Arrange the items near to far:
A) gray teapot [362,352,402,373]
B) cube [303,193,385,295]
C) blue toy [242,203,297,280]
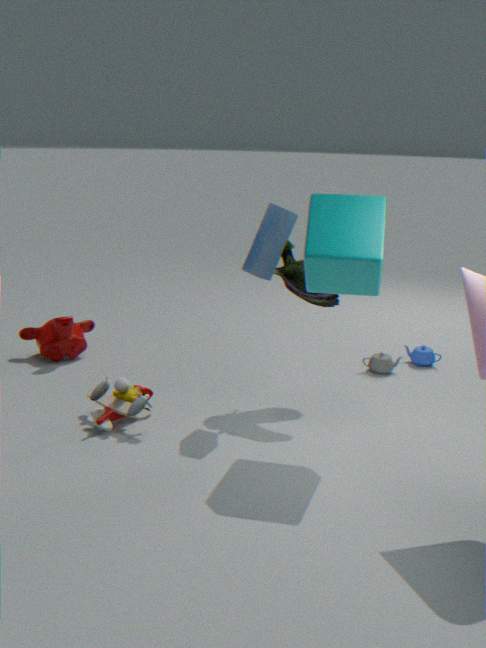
cube [303,193,385,295] → blue toy [242,203,297,280] → gray teapot [362,352,402,373]
